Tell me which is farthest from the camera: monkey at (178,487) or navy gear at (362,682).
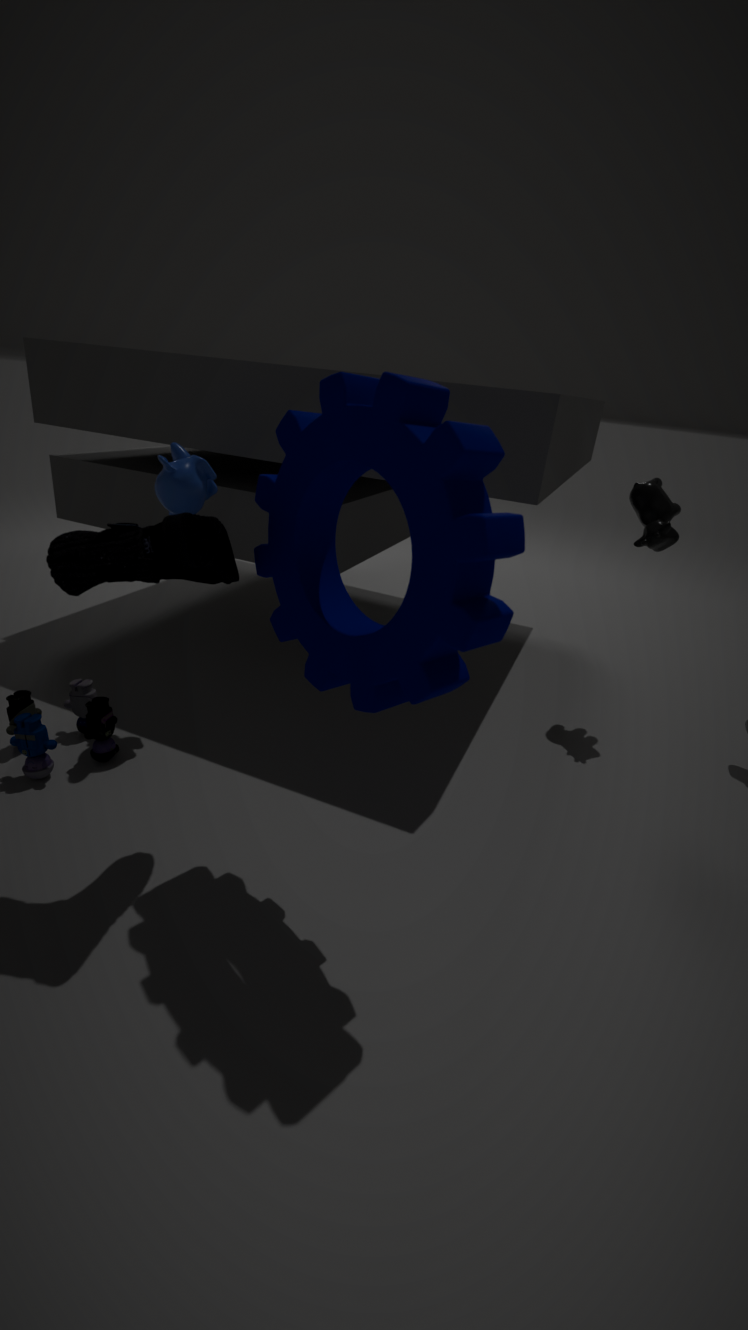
monkey at (178,487)
